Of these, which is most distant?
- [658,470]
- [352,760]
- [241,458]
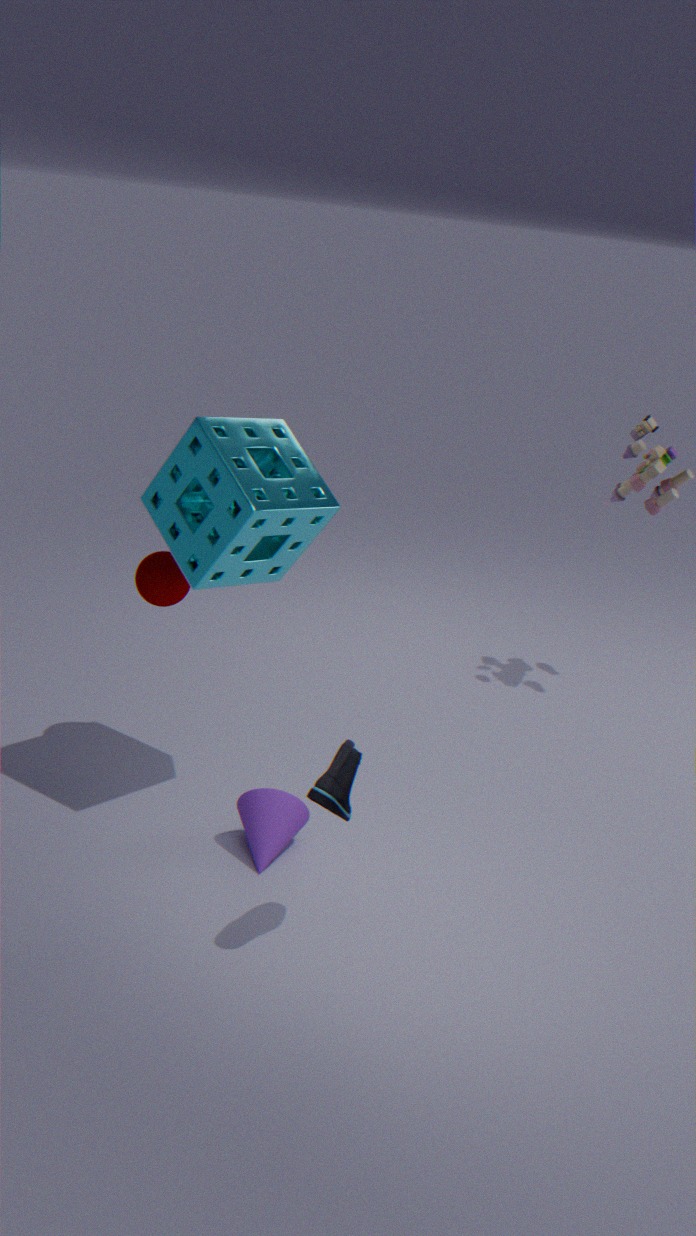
[658,470]
